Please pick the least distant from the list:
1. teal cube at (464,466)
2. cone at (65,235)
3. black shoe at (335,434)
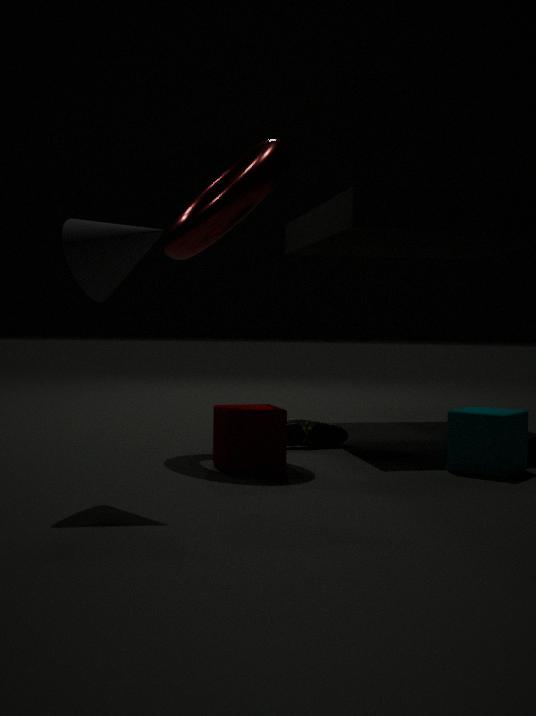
cone at (65,235)
